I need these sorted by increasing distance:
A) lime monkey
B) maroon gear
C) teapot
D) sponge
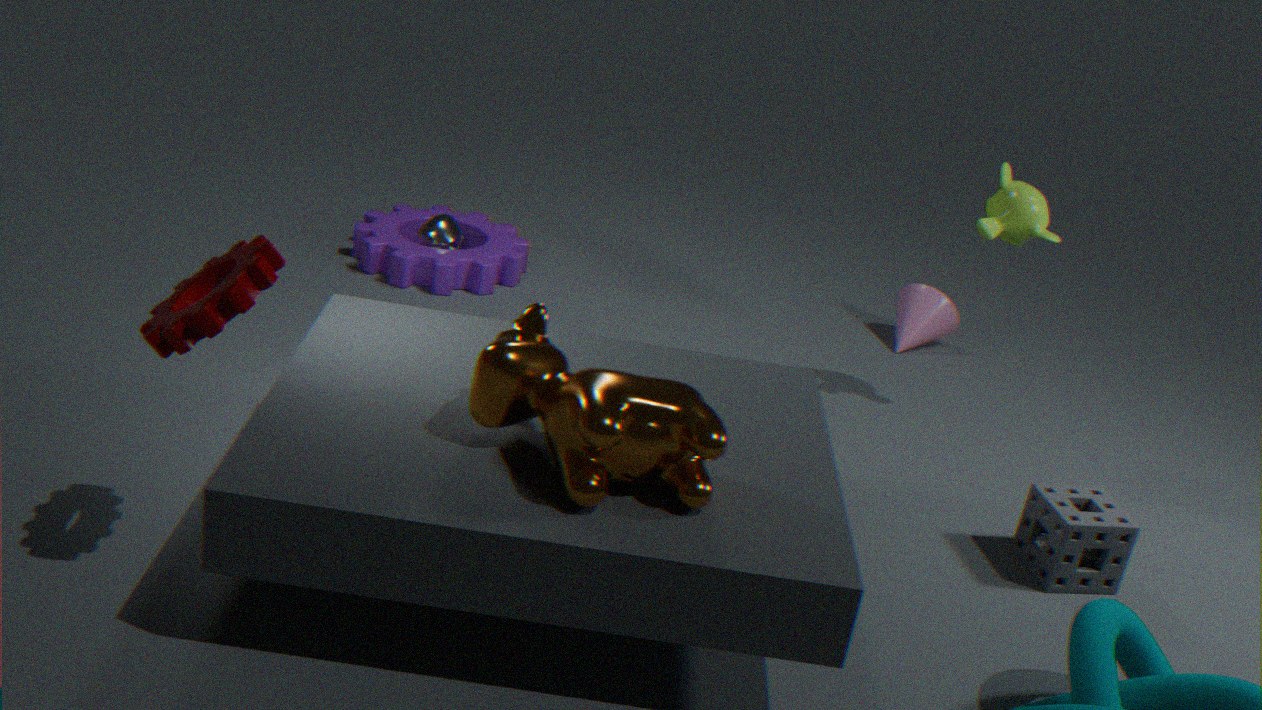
1. maroon gear
2. sponge
3. lime monkey
4. teapot
